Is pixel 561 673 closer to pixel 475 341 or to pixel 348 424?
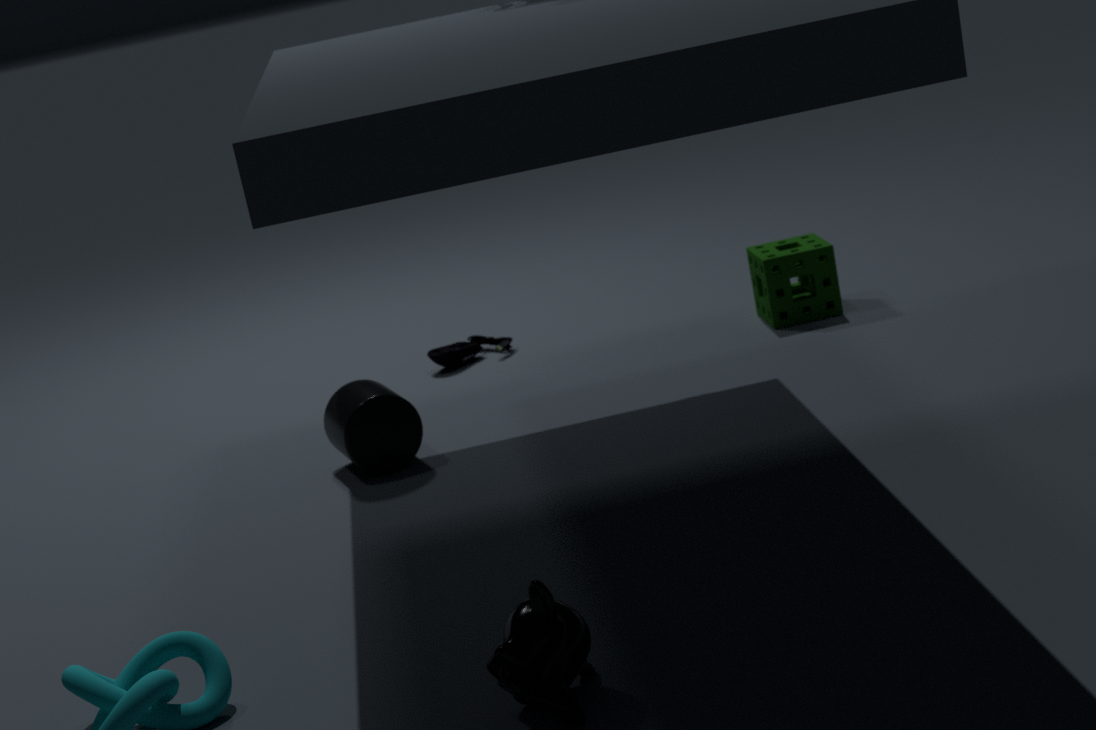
pixel 348 424
